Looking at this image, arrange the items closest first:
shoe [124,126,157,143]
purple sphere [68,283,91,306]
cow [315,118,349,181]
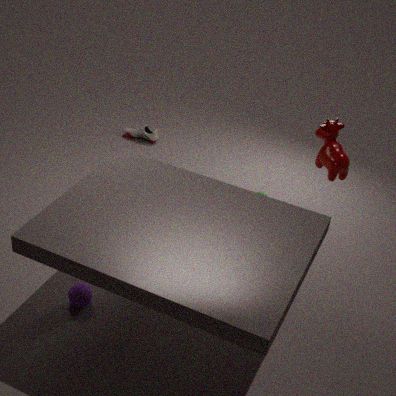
1. purple sphere [68,283,91,306]
2. cow [315,118,349,181]
3. shoe [124,126,157,143]
